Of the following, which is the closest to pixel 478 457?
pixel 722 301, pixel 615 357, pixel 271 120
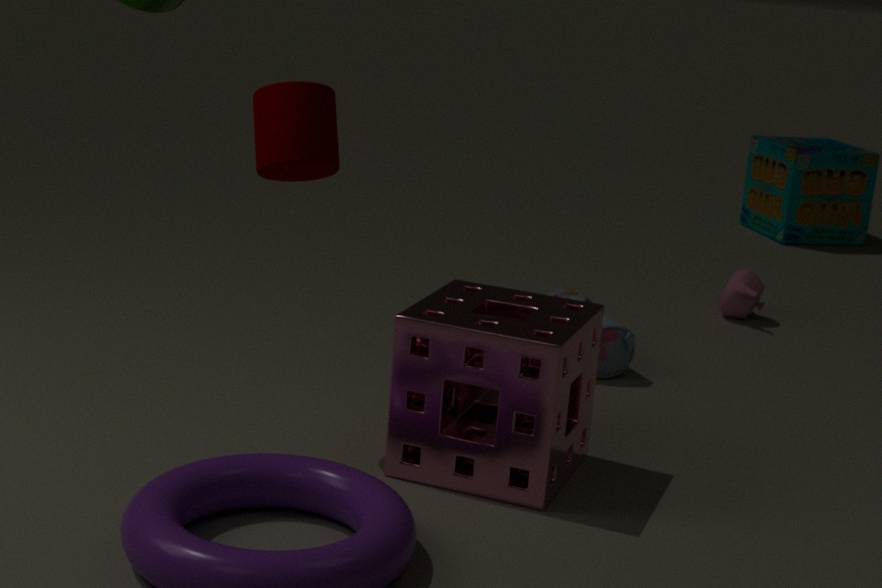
pixel 271 120
